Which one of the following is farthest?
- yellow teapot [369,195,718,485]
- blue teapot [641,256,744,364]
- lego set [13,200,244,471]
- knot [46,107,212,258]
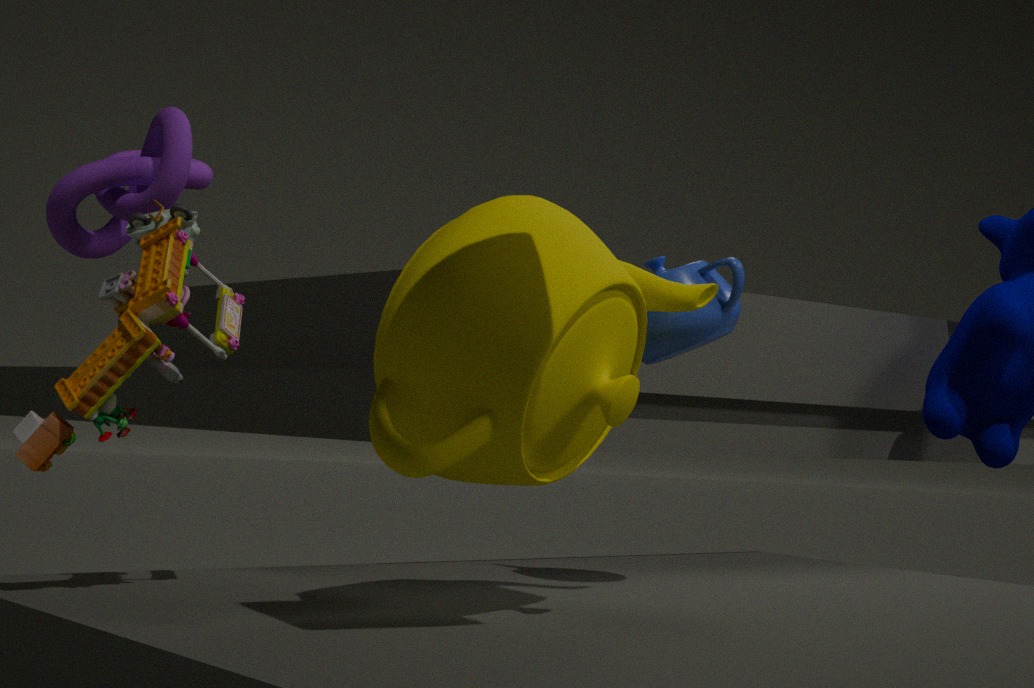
knot [46,107,212,258]
